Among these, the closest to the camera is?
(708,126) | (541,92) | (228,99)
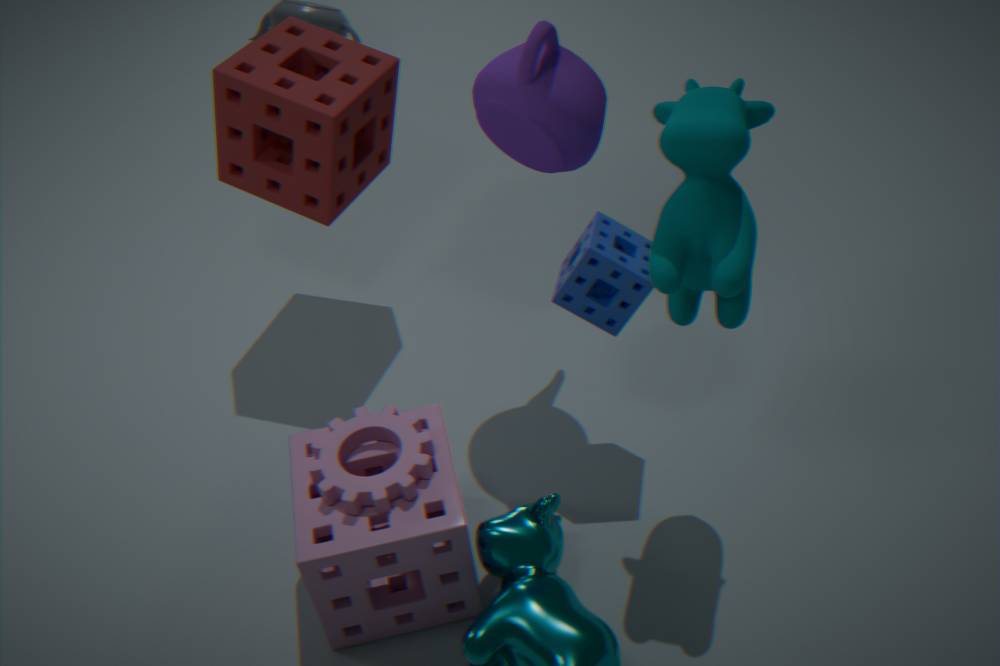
(708,126)
